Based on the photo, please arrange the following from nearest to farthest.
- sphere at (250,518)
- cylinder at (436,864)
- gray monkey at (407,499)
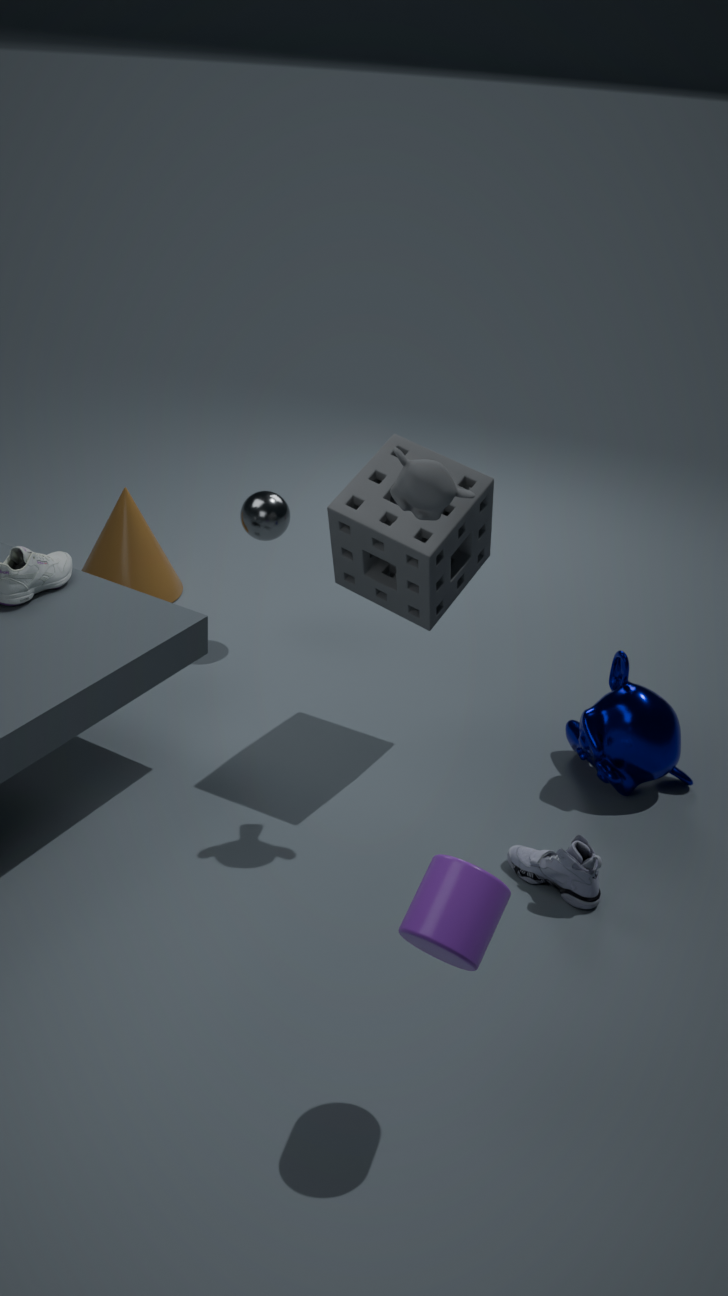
cylinder at (436,864) → gray monkey at (407,499) → sphere at (250,518)
